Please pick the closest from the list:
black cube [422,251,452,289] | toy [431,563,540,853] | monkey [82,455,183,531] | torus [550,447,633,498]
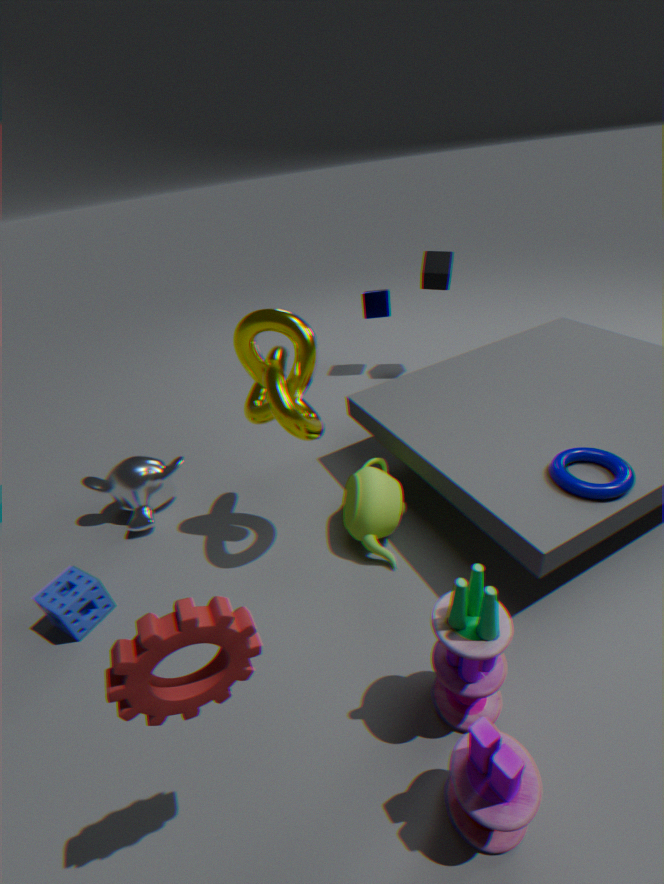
toy [431,563,540,853]
